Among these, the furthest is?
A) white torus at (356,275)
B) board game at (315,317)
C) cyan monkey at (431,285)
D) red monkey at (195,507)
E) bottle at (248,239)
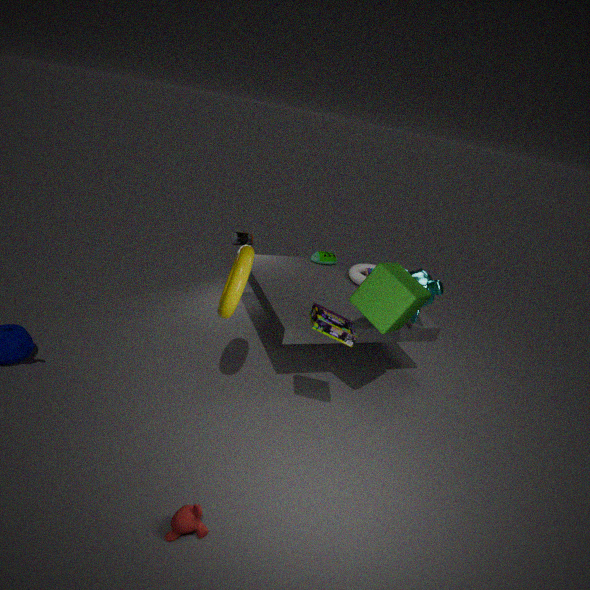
bottle at (248,239)
